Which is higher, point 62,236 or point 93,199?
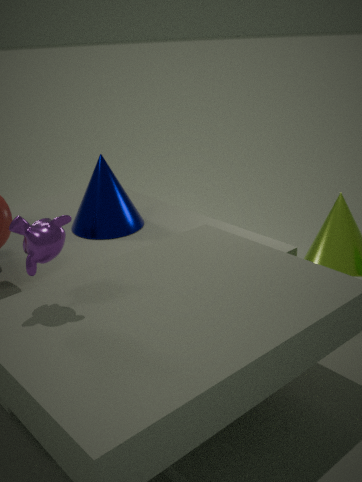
point 62,236
